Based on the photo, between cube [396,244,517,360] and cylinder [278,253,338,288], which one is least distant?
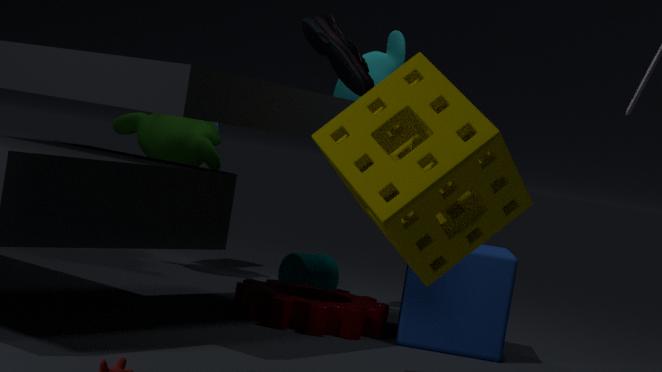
cube [396,244,517,360]
